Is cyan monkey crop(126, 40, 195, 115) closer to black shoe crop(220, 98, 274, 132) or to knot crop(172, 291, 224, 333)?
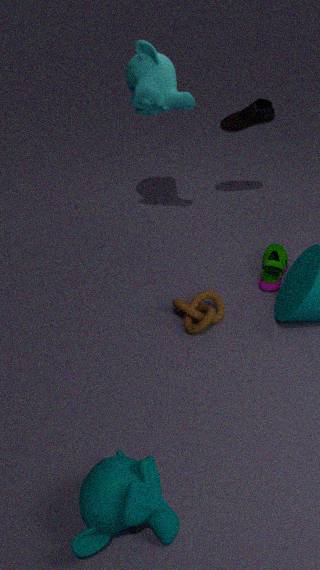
black shoe crop(220, 98, 274, 132)
